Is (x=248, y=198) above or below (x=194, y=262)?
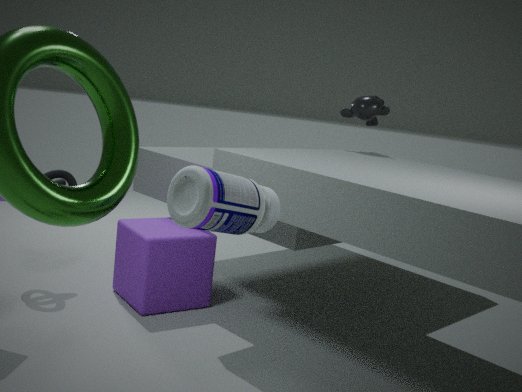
above
